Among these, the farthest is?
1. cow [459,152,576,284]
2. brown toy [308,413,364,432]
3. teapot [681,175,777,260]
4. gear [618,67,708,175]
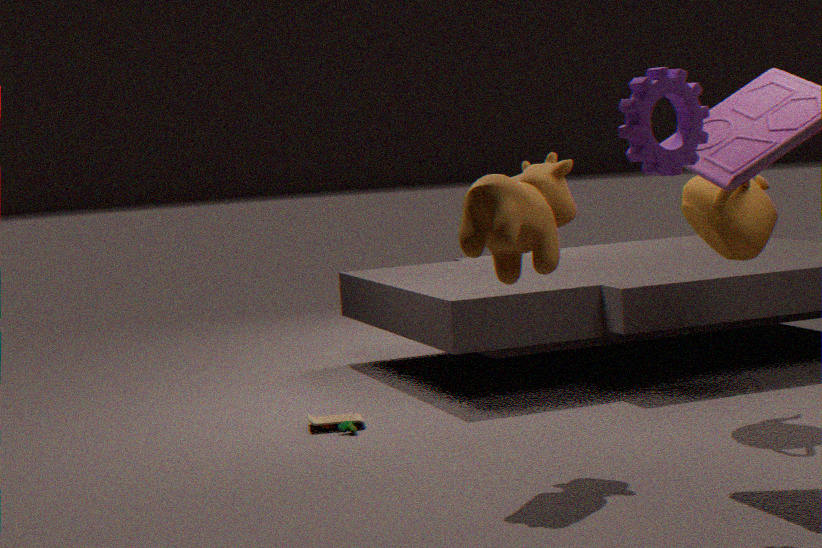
brown toy [308,413,364,432]
